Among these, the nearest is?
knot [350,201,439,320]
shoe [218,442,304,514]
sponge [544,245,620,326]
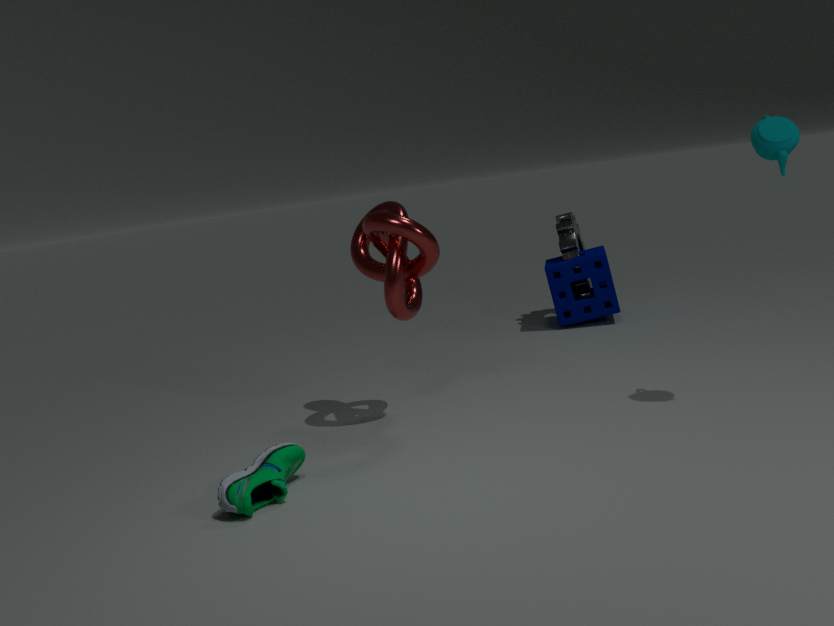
shoe [218,442,304,514]
